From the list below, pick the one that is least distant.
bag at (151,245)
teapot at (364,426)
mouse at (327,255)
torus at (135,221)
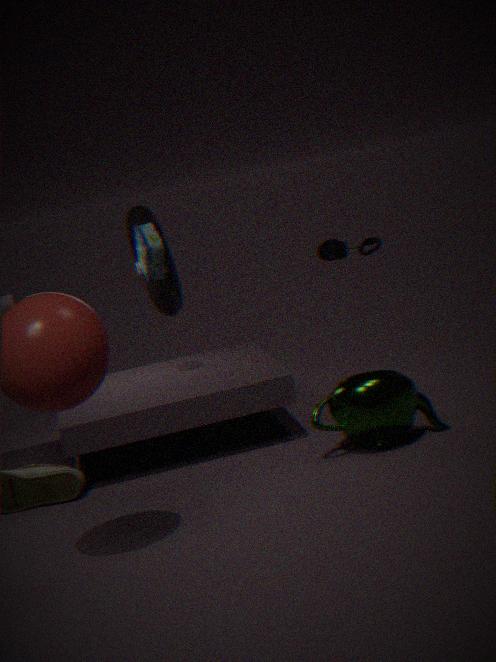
teapot at (364,426)
